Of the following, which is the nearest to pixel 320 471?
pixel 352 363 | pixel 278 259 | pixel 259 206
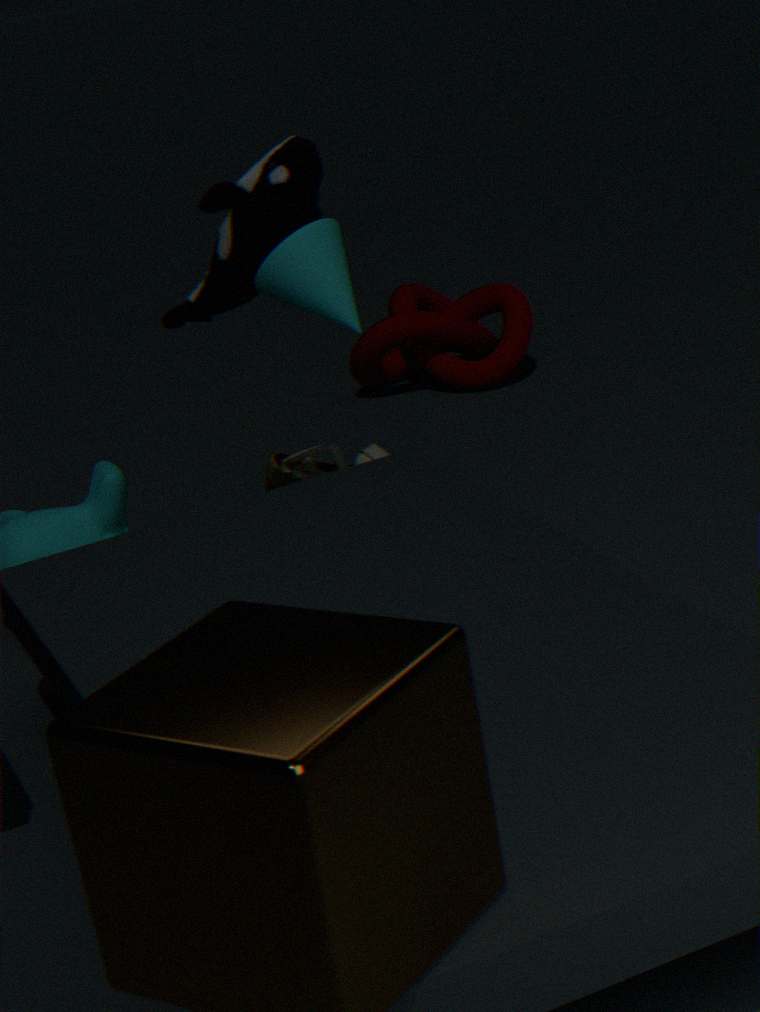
pixel 259 206
